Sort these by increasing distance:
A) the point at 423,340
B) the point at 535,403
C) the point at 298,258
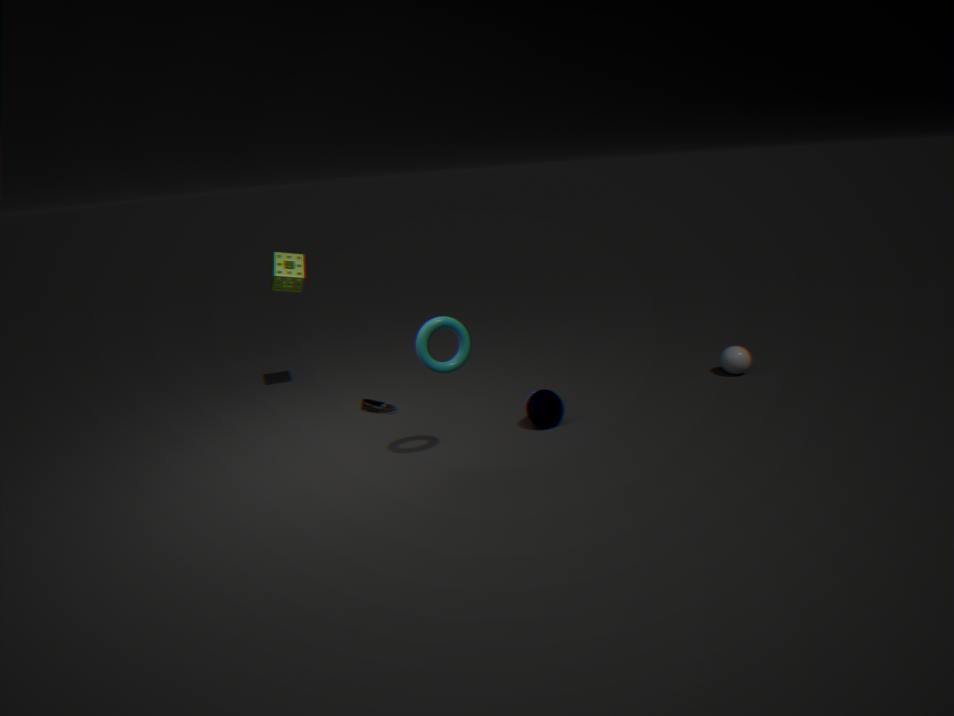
the point at 423,340 → the point at 535,403 → the point at 298,258
